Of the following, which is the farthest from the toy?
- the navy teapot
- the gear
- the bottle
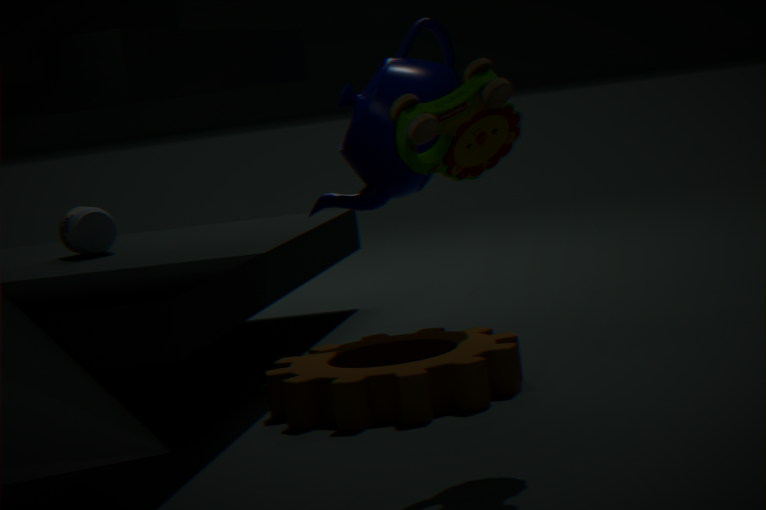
the bottle
